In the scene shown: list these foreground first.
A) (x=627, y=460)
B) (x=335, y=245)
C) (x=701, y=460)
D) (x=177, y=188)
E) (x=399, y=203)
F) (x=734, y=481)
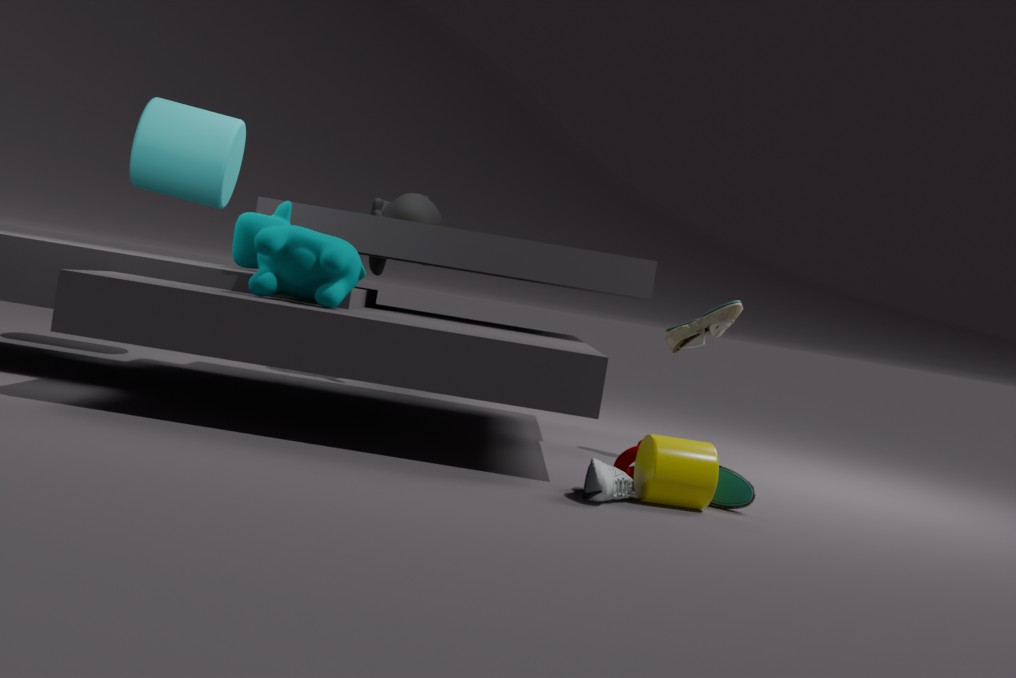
(x=701, y=460) < (x=734, y=481) < (x=627, y=460) < (x=335, y=245) < (x=177, y=188) < (x=399, y=203)
